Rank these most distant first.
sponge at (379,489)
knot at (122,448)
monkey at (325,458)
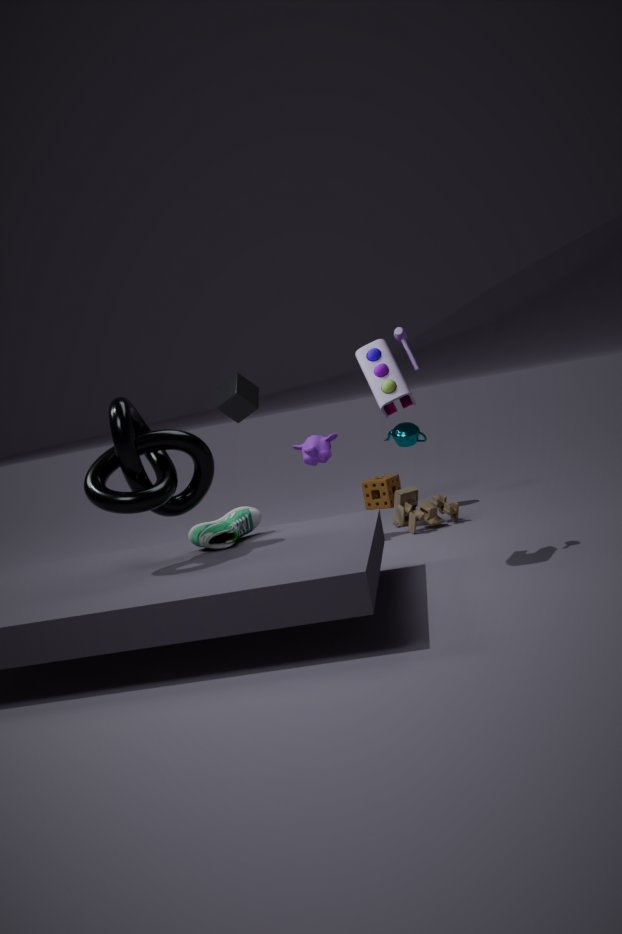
sponge at (379,489) < monkey at (325,458) < knot at (122,448)
